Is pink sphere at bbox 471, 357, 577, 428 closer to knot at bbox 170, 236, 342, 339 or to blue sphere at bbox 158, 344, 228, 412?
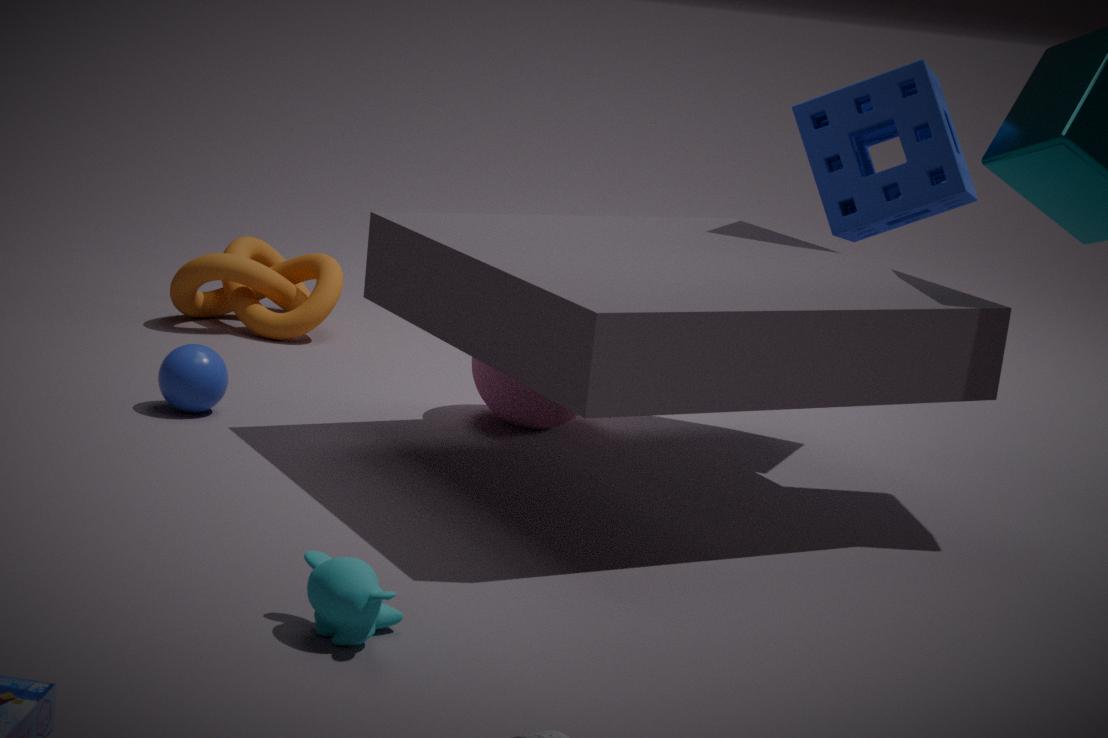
blue sphere at bbox 158, 344, 228, 412
